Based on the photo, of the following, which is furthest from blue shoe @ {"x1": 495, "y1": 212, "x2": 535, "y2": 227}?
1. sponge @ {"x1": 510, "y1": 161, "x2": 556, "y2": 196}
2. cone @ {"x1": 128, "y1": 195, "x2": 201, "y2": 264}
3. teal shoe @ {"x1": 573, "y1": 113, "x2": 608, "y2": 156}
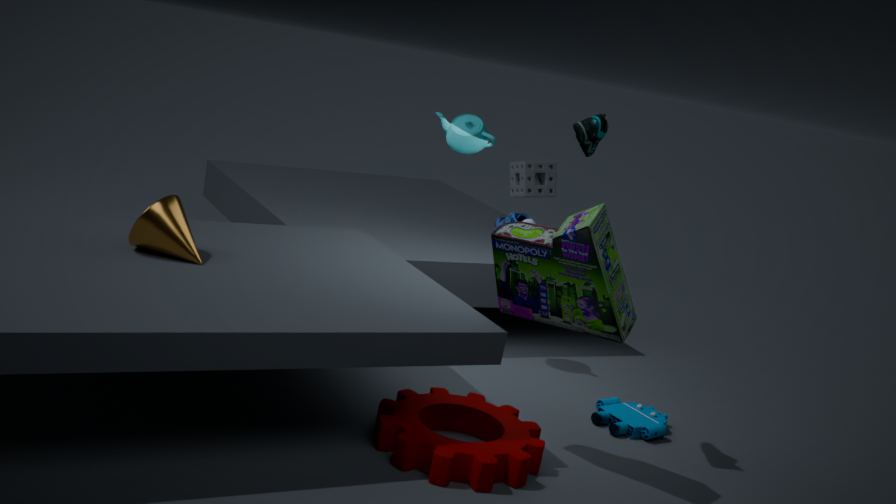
cone @ {"x1": 128, "y1": 195, "x2": 201, "y2": 264}
